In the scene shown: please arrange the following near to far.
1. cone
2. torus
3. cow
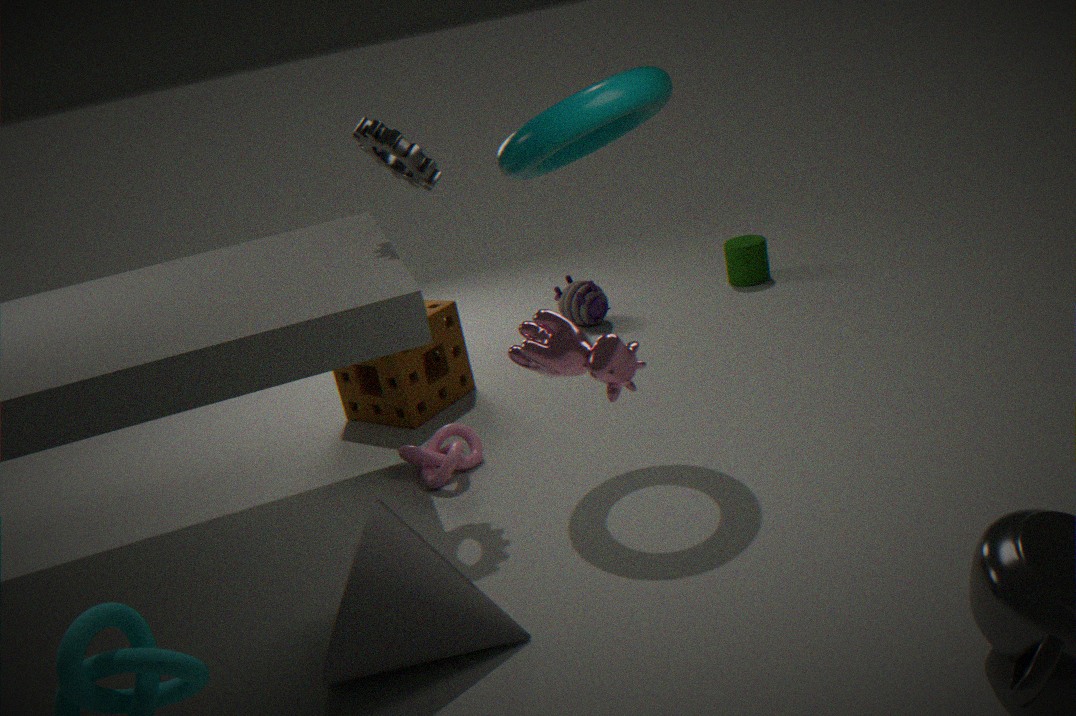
cow < cone < torus
